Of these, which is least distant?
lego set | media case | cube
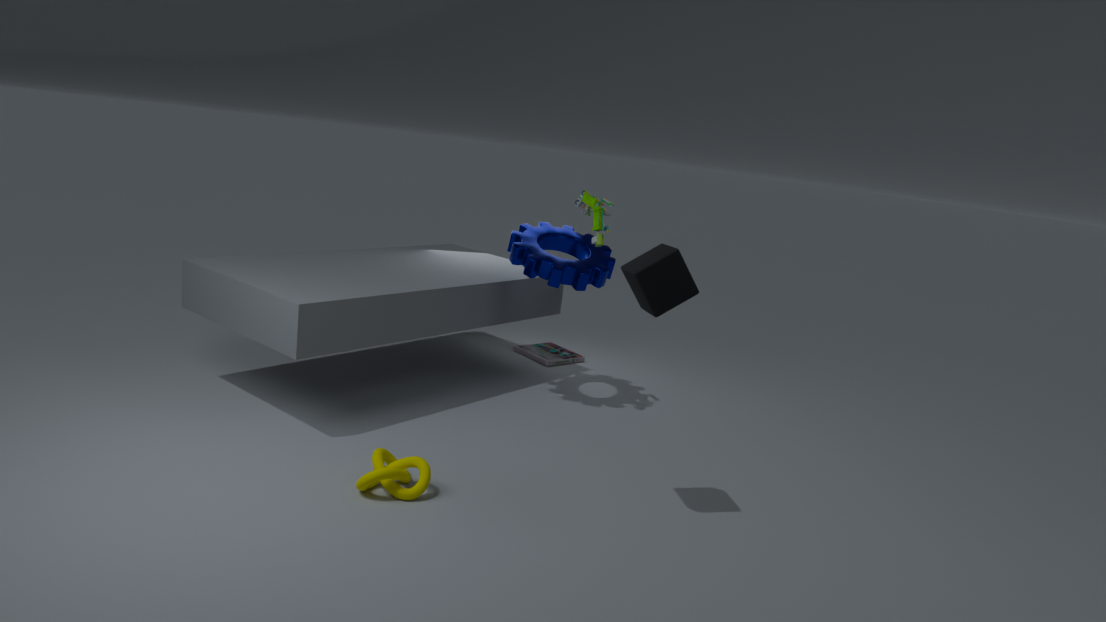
cube
